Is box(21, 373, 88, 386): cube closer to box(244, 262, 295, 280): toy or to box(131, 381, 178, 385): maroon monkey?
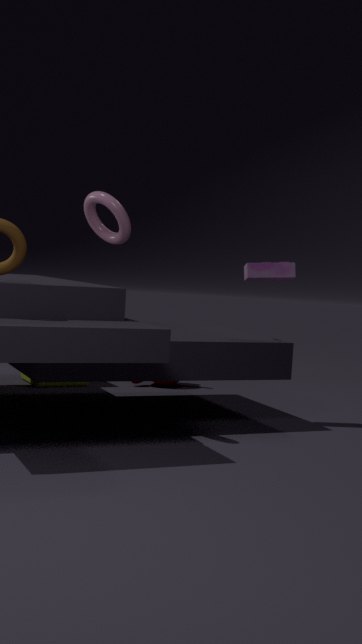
box(131, 381, 178, 385): maroon monkey
